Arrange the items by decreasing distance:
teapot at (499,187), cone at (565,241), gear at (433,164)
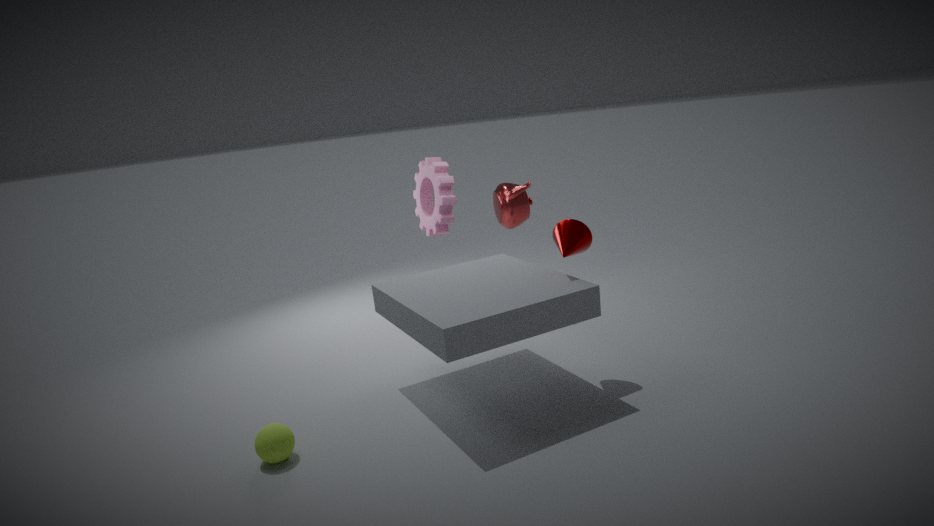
teapot at (499,187), gear at (433,164), cone at (565,241)
